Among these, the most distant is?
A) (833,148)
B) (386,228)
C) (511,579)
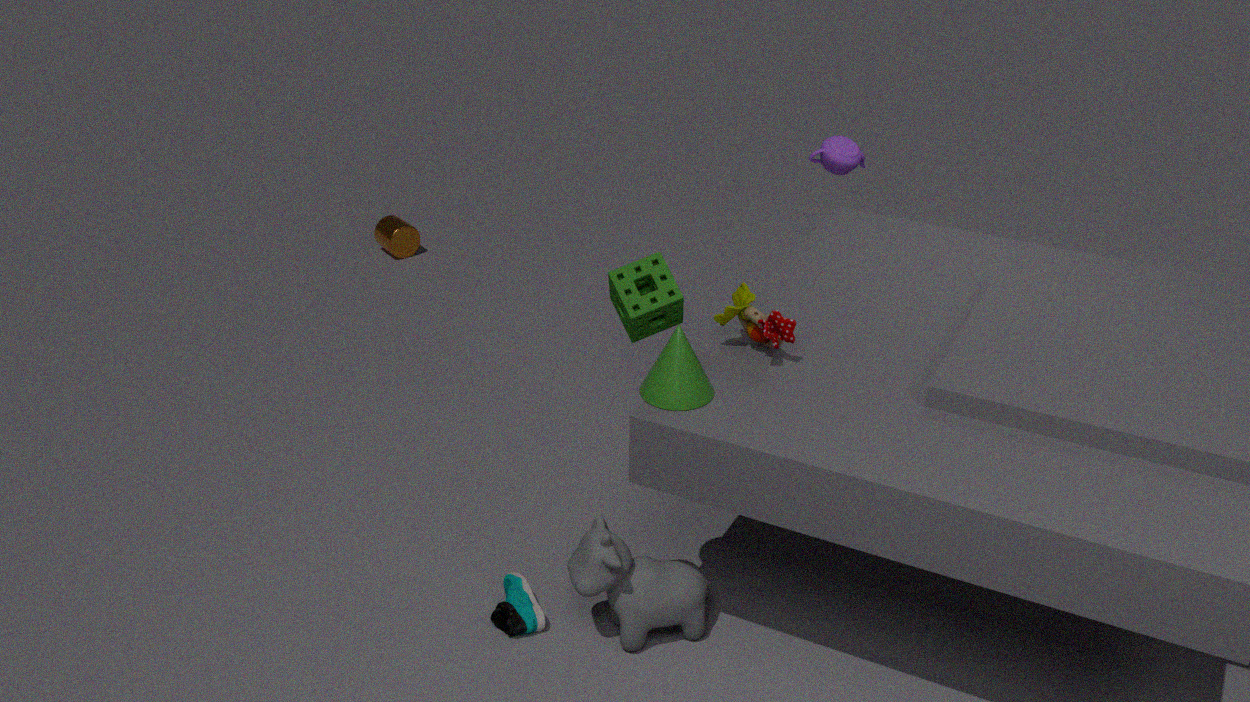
(386,228)
